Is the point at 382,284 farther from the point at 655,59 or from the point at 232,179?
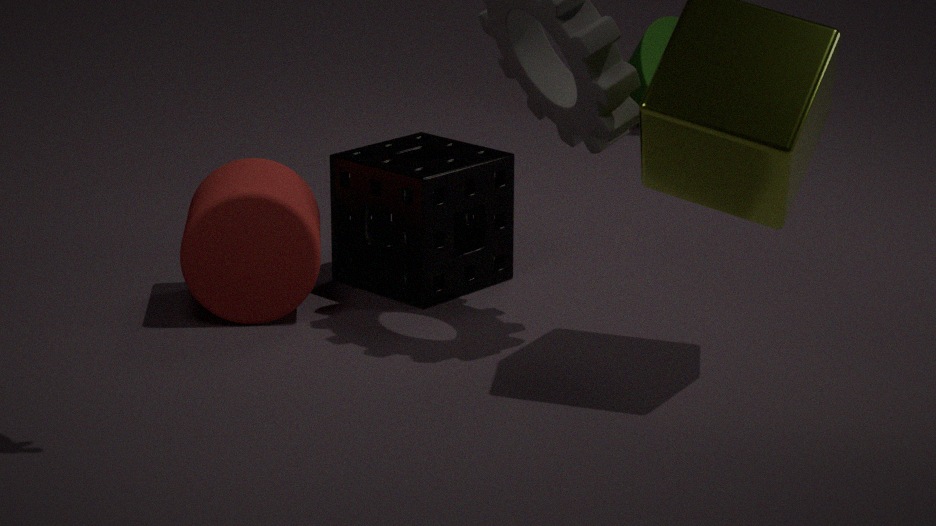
the point at 655,59
